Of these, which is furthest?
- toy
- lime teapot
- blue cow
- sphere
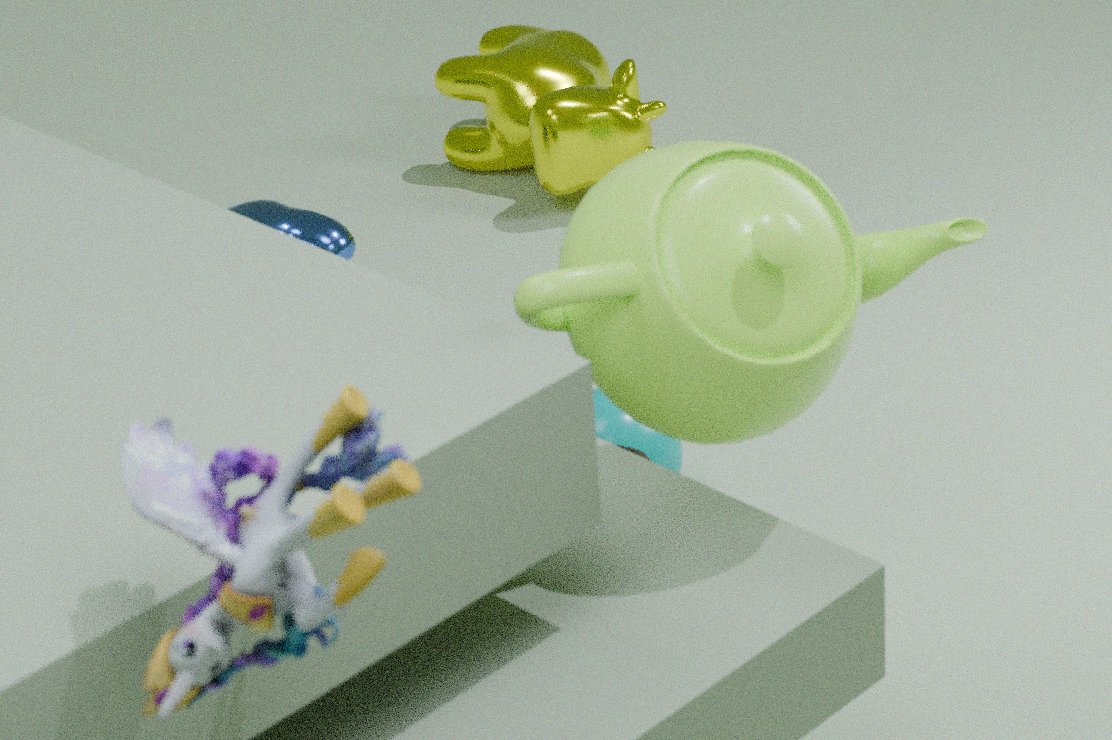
blue cow
